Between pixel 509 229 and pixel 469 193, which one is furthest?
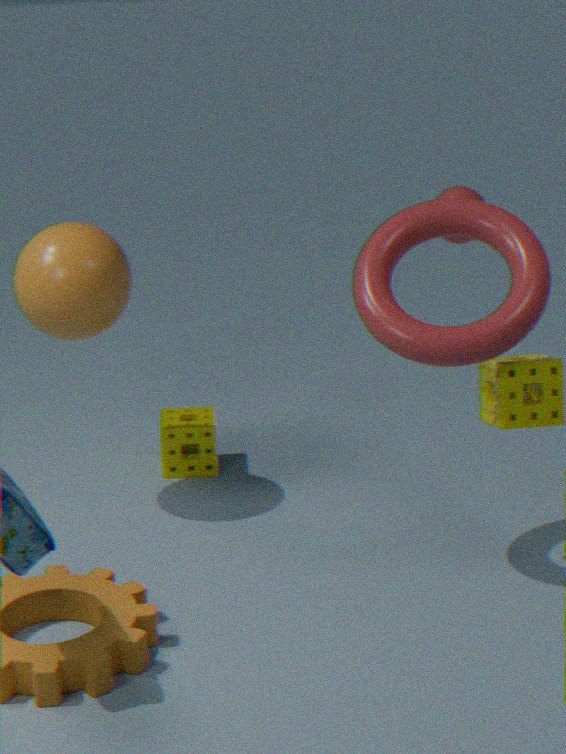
pixel 469 193
